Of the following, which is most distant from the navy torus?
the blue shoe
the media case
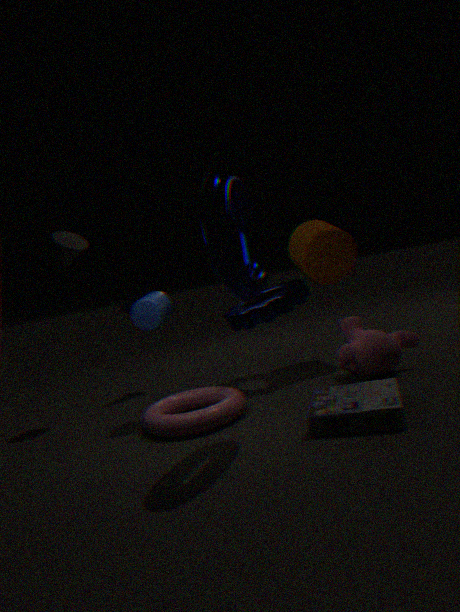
the blue shoe
